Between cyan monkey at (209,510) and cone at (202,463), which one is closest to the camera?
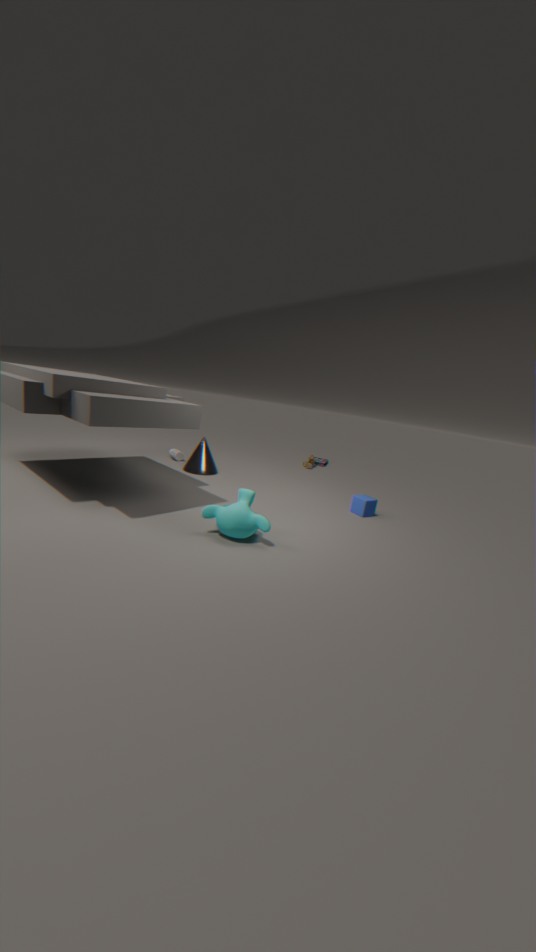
cyan monkey at (209,510)
